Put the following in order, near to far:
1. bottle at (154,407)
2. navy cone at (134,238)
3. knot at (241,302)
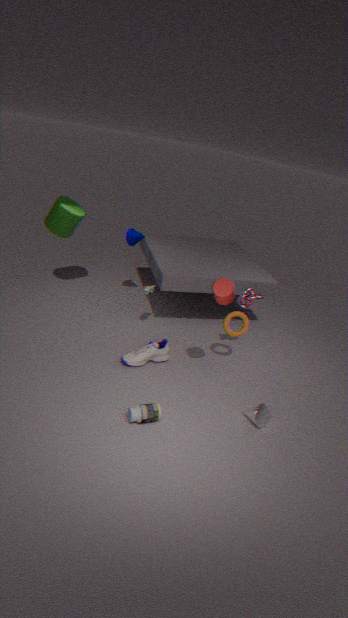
bottle at (154,407) → knot at (241,302) → navy cone at (134,238)
